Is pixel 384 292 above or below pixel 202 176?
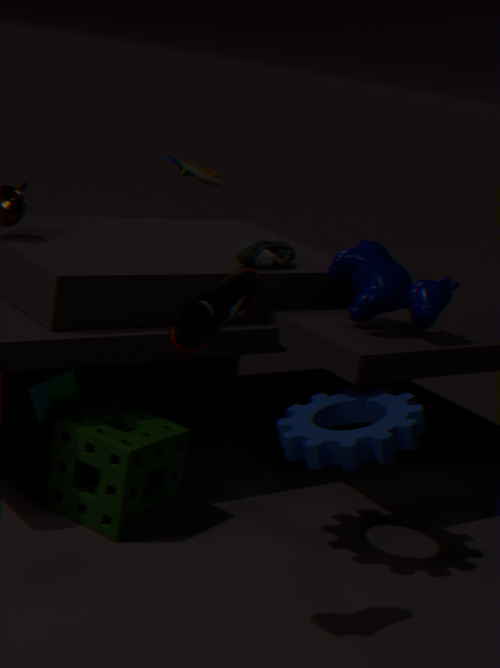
below
